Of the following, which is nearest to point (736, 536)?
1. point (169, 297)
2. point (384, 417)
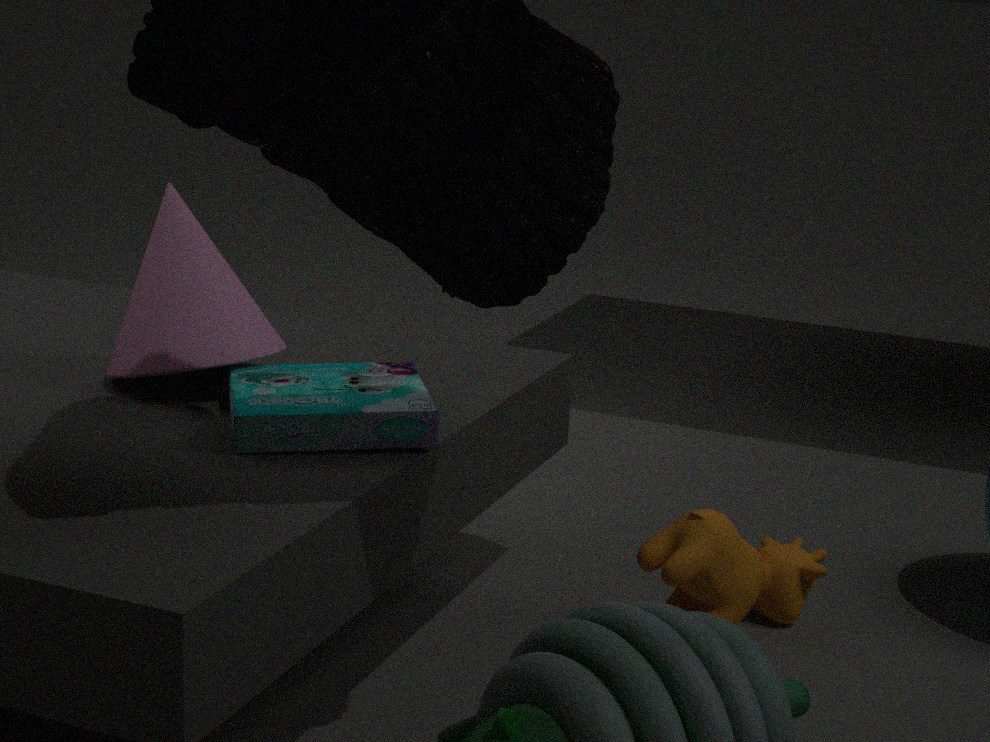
point (384, 417)
